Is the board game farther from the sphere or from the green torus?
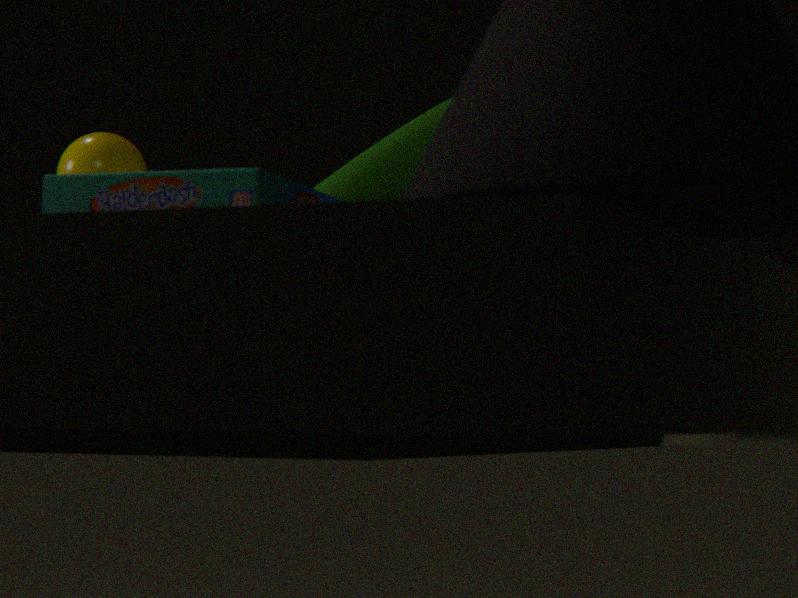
the sphere
